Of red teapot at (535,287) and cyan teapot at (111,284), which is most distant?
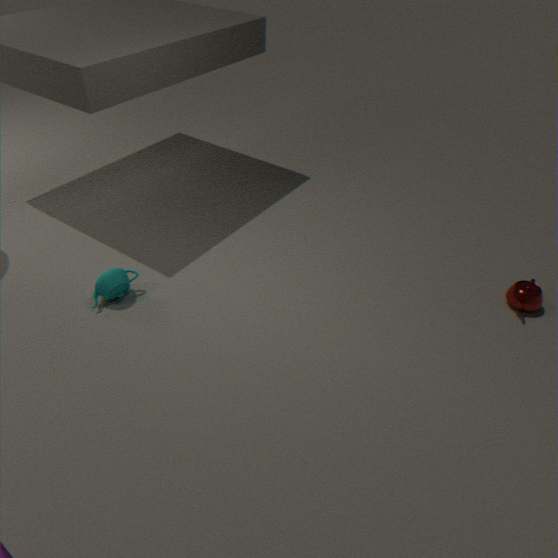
red teapot at (535,287)
